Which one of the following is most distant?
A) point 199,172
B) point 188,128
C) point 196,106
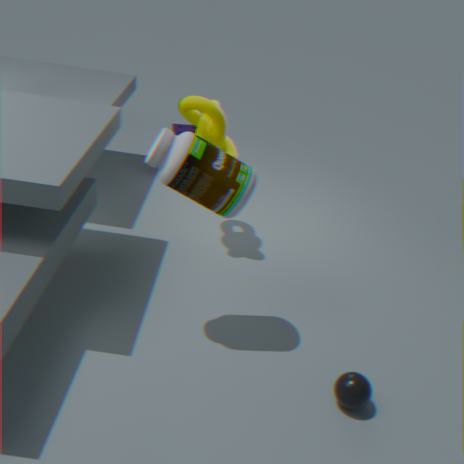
point 188,128
